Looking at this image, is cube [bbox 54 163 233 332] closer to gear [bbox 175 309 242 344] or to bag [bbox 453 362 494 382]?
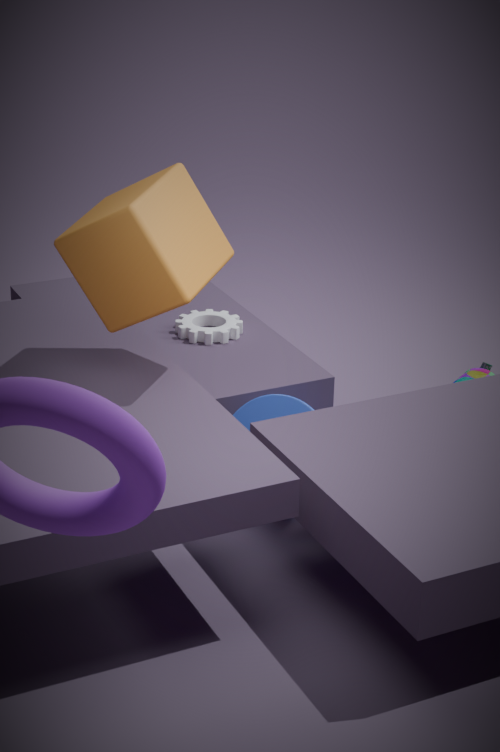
gear [bbox 175 309 242 344]
